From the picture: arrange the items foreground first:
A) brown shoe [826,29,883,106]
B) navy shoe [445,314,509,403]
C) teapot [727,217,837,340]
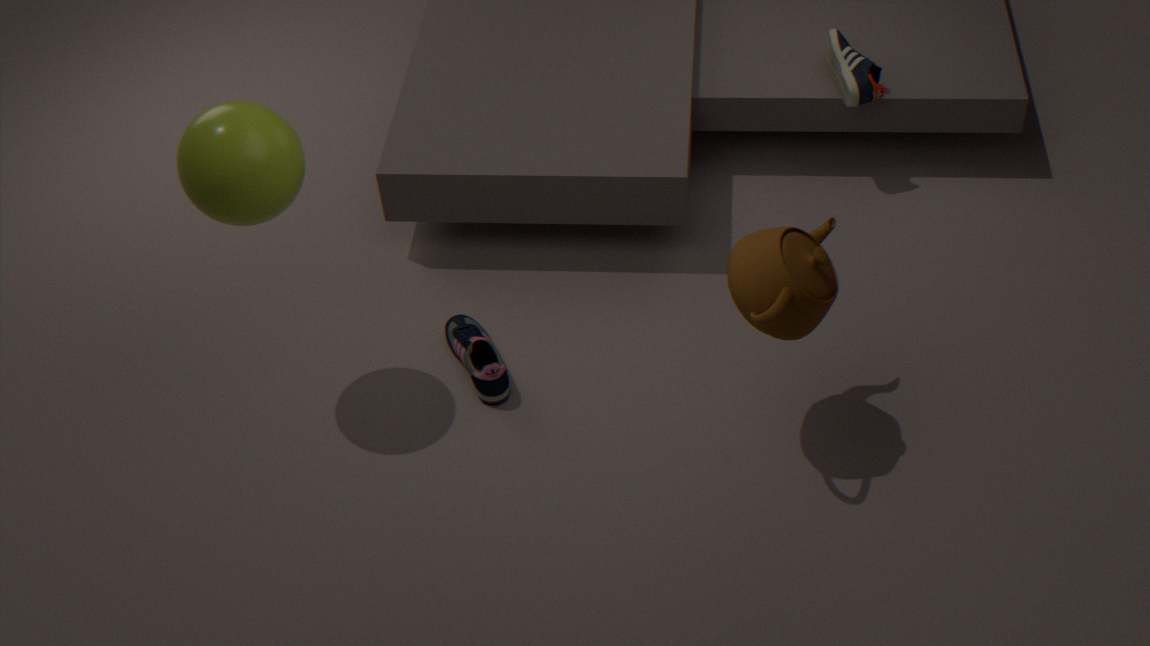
teapot [727,217,837,340] < navy shoe [445,314,509,403] < brown shoe [826,29,883,106]
